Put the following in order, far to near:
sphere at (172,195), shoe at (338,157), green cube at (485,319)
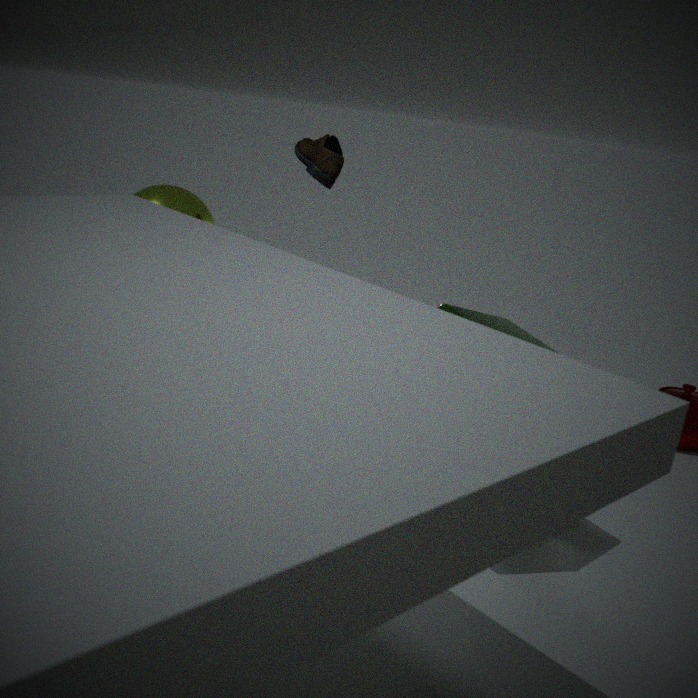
sphere at (172,195) < shoe at (338,157) < green cube at (485,319)
